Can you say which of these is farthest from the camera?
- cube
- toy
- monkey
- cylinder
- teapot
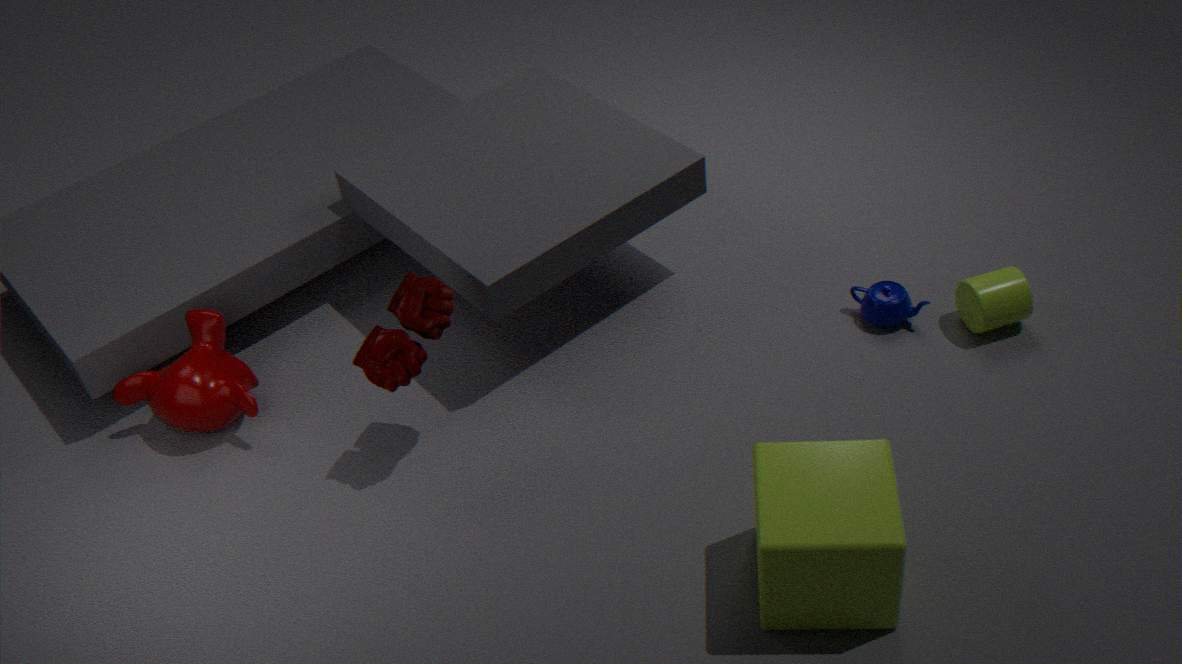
teapot
